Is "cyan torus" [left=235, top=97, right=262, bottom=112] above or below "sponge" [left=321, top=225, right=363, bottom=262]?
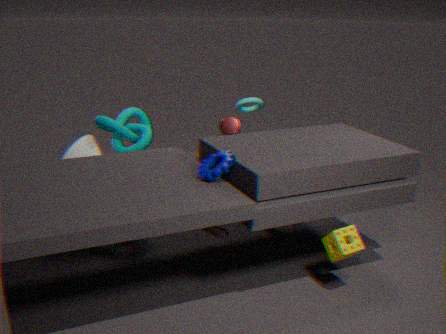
above
